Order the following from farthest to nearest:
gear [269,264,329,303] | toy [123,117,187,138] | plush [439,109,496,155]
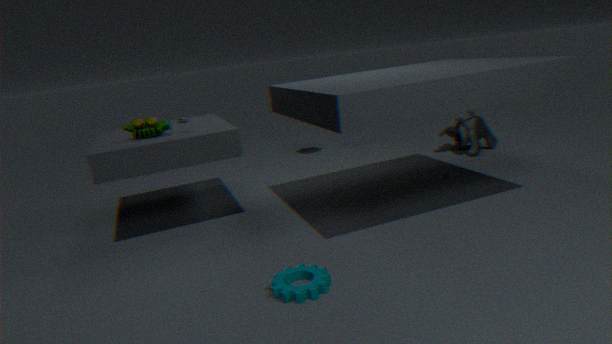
plush [439,109,496,155] → toy [123,117,187,138] → gear [269,264,329,303]
